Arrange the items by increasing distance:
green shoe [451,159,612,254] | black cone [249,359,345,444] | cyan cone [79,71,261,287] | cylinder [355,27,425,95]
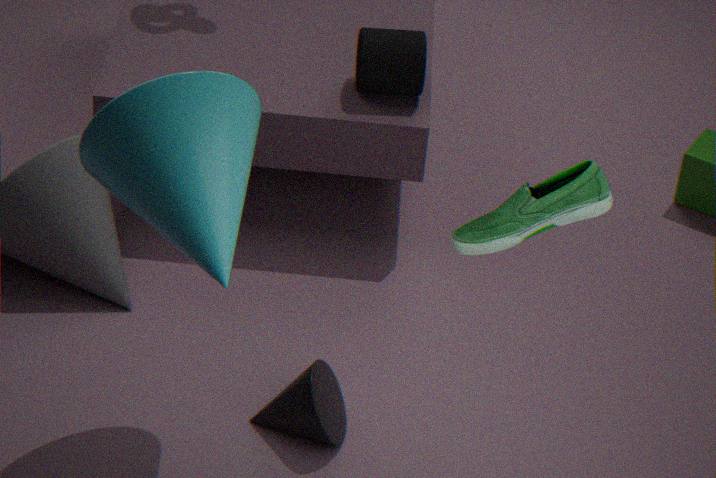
green shoe [451,159,612,254]
cyan cone [79,71,261,287]
black cone [249,359,345,444]
cylinder [355,27,425,95]
